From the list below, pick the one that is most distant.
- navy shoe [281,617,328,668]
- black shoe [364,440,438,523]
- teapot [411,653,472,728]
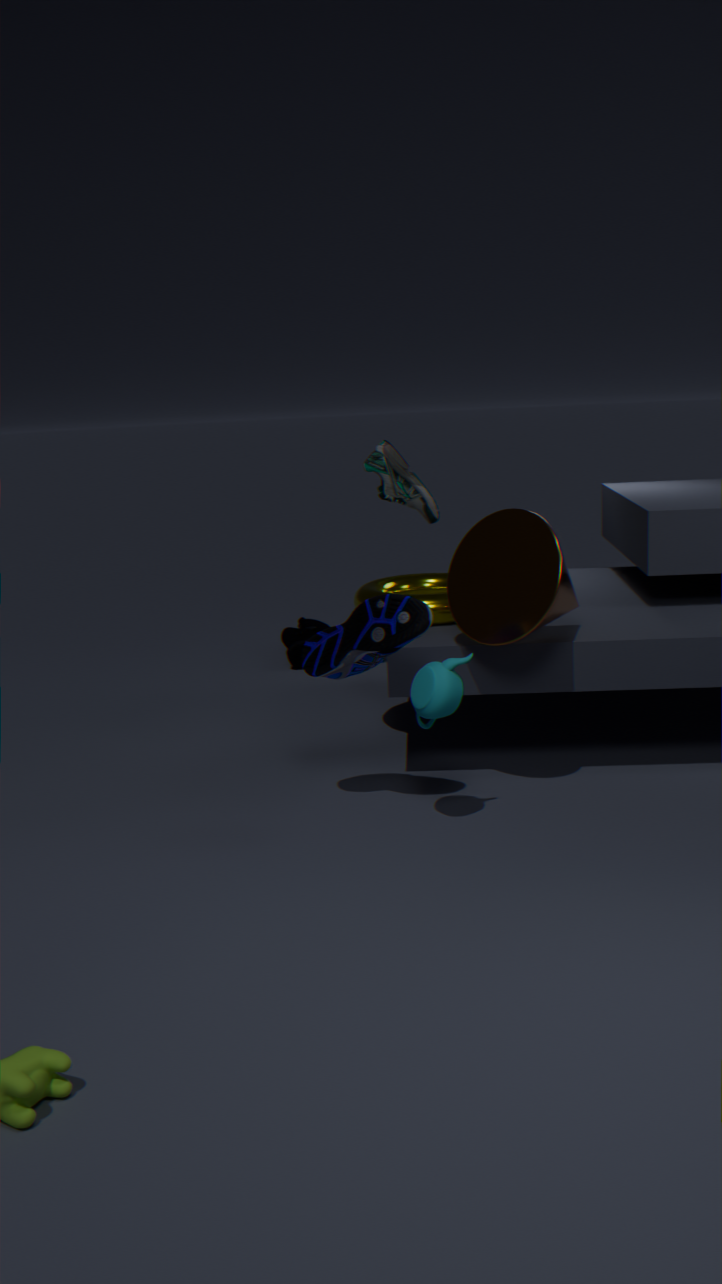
navy shoe [281,617,328,668]
